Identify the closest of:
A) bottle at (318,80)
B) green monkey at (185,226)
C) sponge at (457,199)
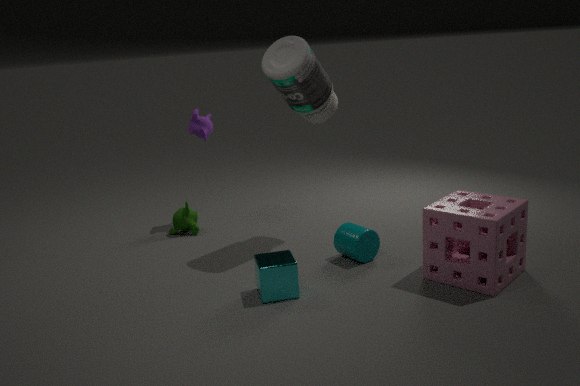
sponge at (457,199)
